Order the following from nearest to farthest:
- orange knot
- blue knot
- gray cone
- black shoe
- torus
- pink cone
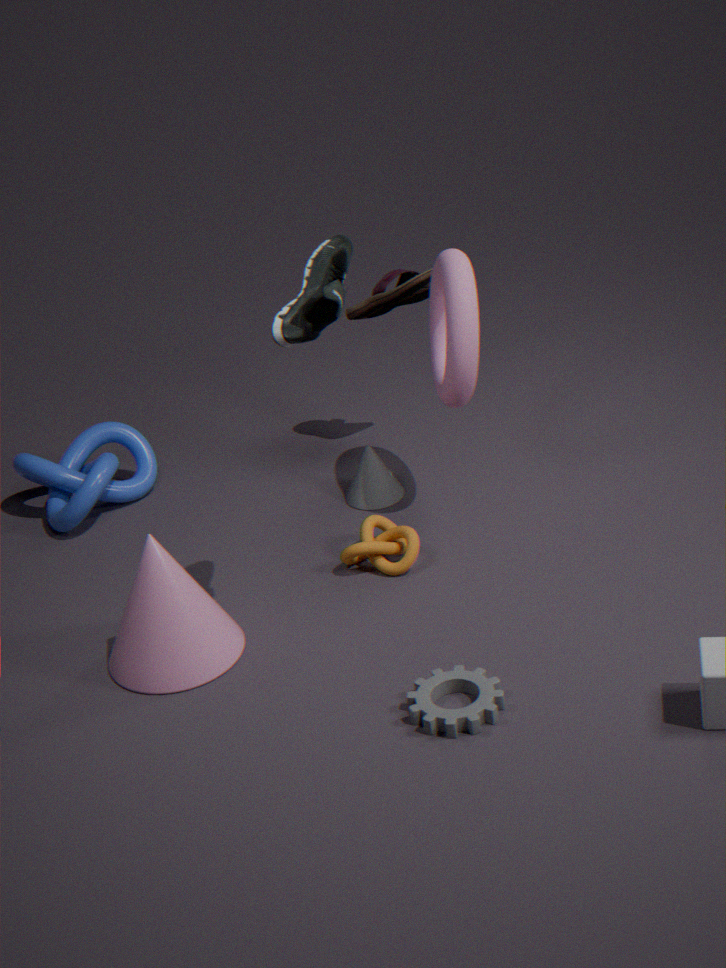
black shoe
pink cone
torus
orange knot
gray cone
blue knot
